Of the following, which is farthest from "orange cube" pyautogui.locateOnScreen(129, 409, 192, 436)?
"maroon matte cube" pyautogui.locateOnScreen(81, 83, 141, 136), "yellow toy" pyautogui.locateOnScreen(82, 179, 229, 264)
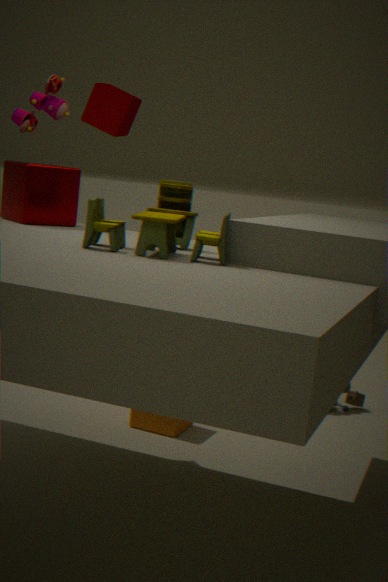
"maroon matte cube" pyautogui.locateOnScreen(81, 83, 141, 136)
